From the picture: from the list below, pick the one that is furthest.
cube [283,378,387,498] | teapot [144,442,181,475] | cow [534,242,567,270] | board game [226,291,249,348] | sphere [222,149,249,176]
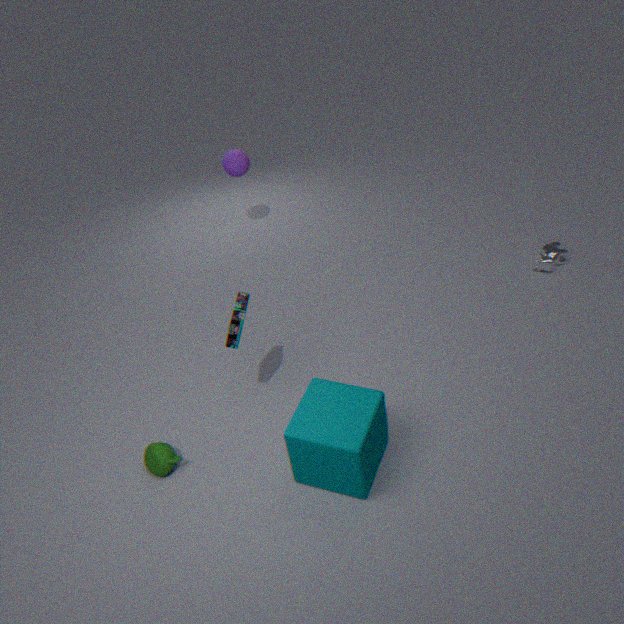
sphere [222,149,249,176]
